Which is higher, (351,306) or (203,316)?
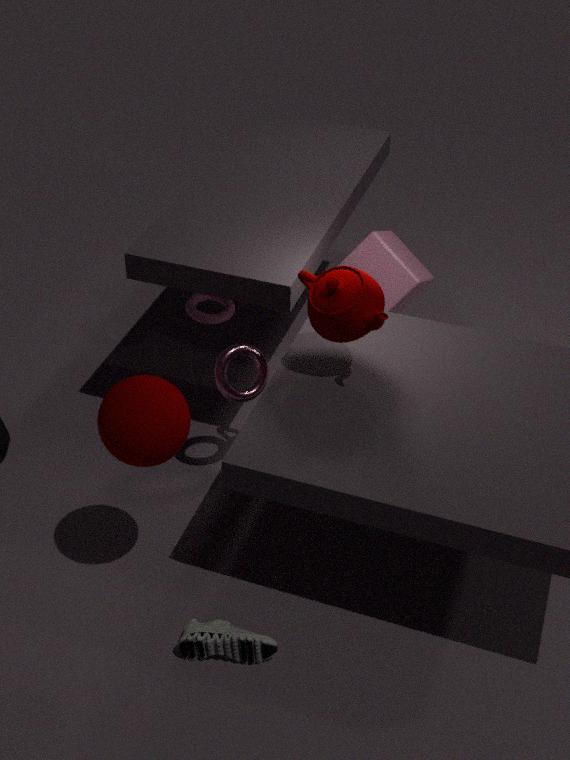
(351,306)
